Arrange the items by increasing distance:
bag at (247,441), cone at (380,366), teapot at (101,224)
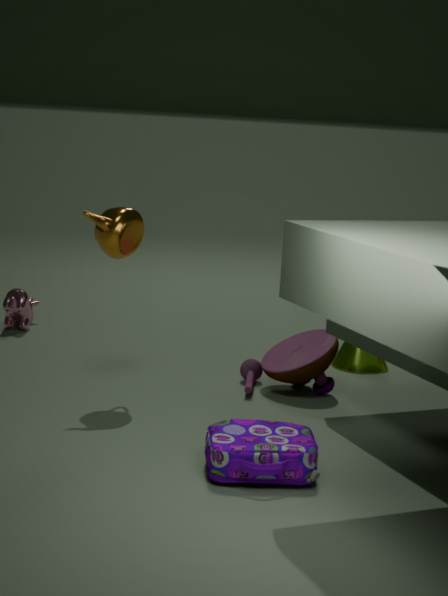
bag at (247,441) → teapot at (101,224) → cone at (380,366)
